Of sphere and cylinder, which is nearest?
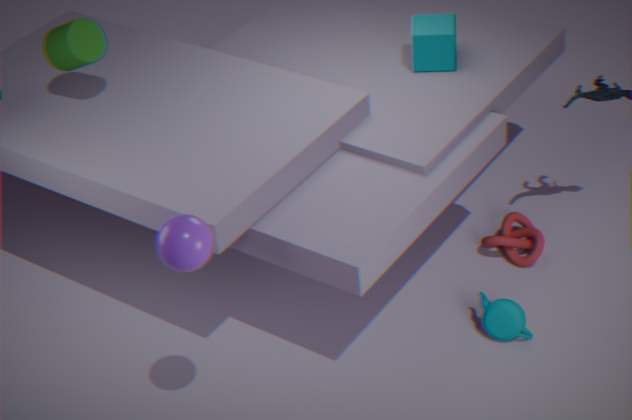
sphere
